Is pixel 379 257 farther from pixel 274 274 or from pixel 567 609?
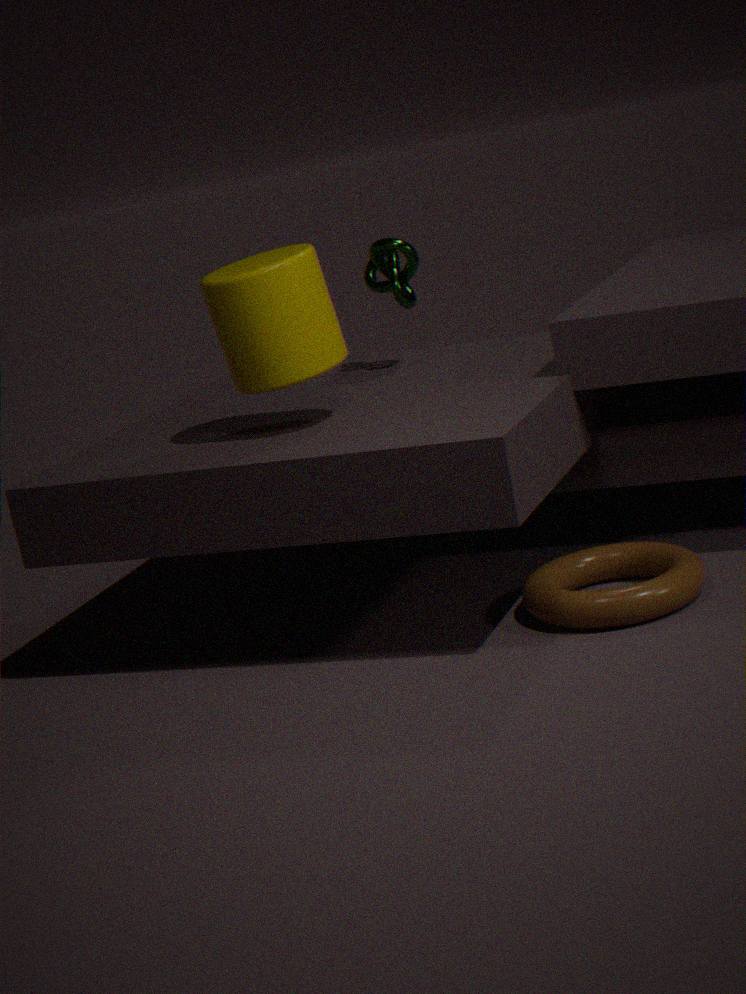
pixel 567 609
